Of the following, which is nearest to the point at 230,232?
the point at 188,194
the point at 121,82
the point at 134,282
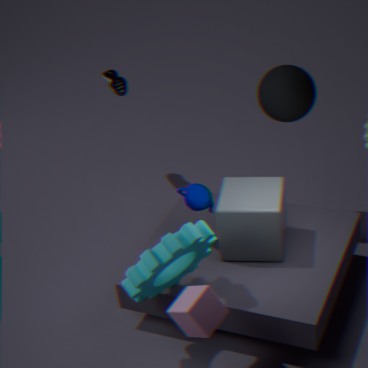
the point at 188,194
